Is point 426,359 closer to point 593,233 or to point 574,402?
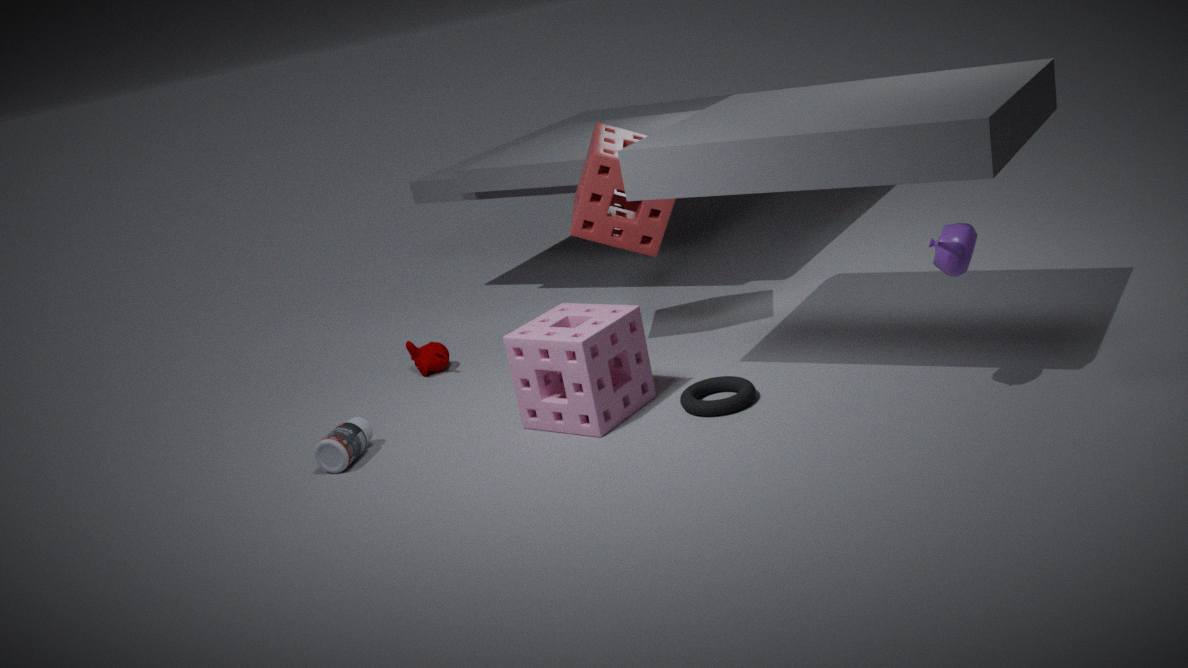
point 574,402
